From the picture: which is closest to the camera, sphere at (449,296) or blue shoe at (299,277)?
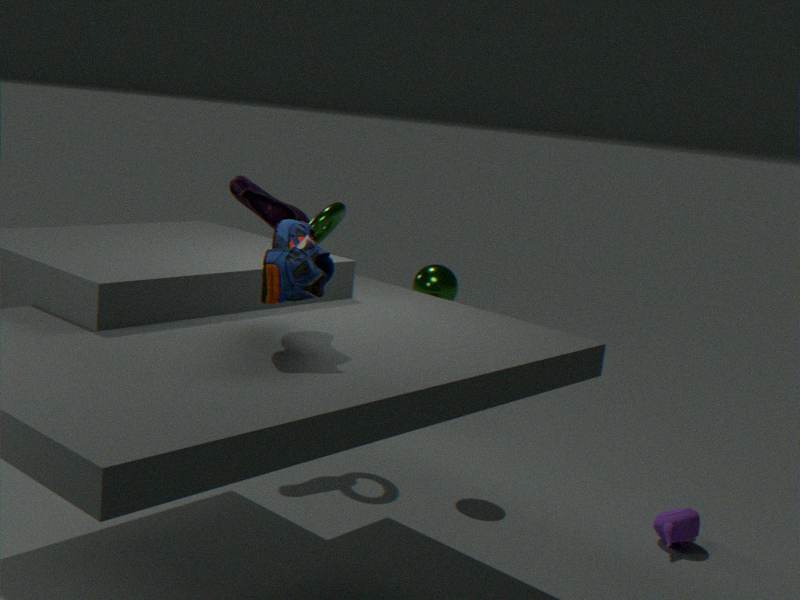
blue shoe at (299,277)
